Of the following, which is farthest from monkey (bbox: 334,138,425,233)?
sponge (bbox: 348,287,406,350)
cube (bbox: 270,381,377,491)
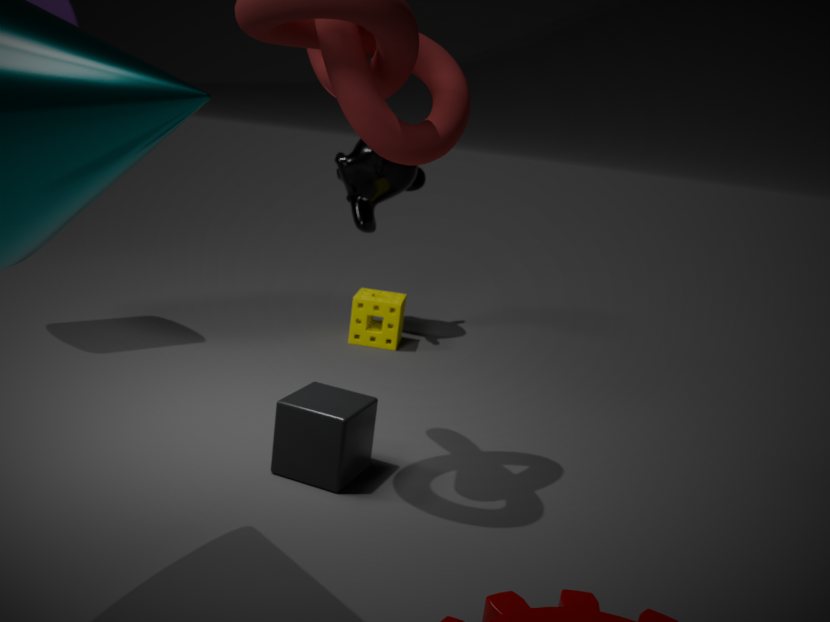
cube (bbox: 270,381,377,491)
